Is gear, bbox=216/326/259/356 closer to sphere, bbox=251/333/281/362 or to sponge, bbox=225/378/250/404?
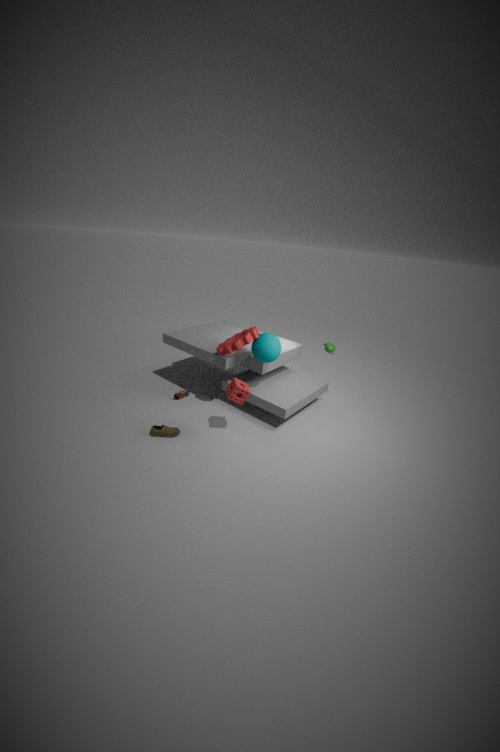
sphere, bbox=251/333/281/362
